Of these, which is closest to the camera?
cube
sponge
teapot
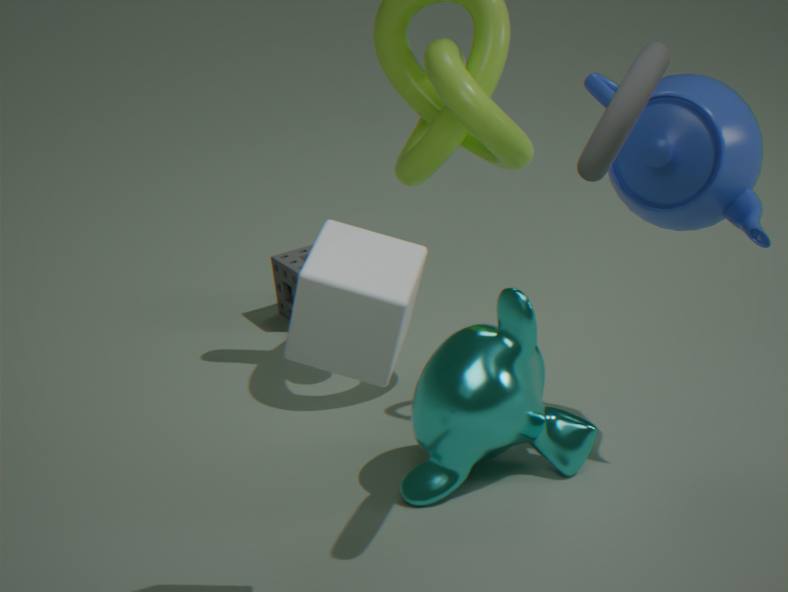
cube
